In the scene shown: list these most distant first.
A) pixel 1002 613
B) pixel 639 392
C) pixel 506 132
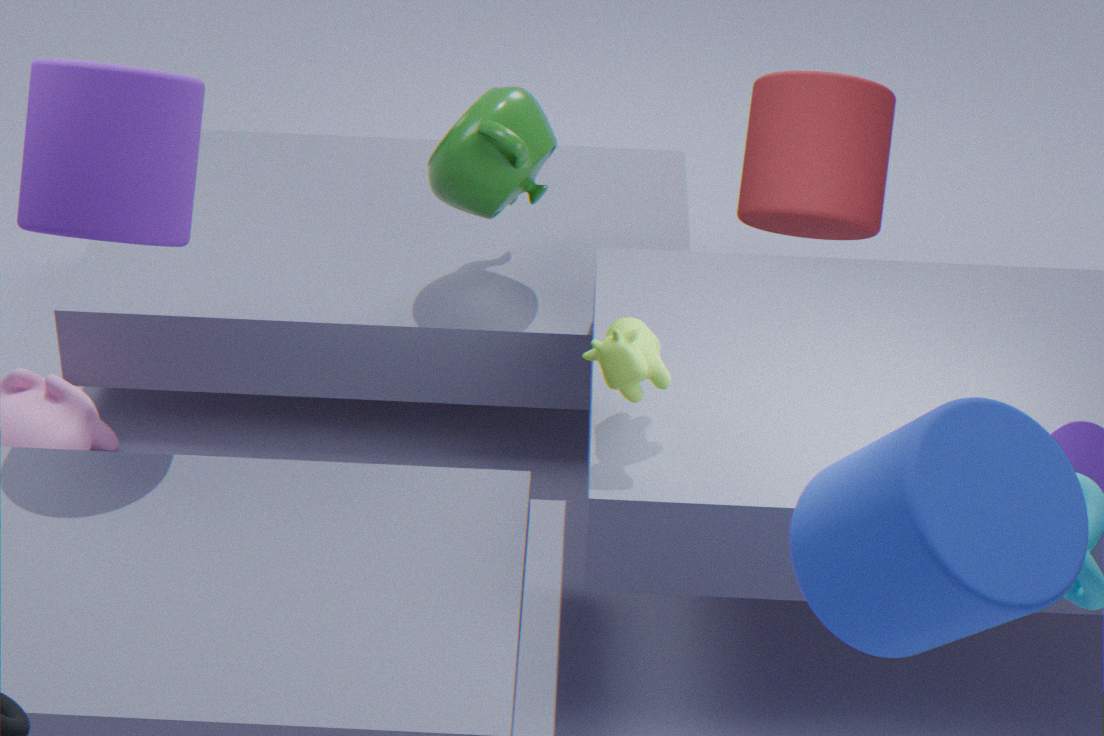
pixel 506 132 → pixel 639 392 → pixel 1002 613
